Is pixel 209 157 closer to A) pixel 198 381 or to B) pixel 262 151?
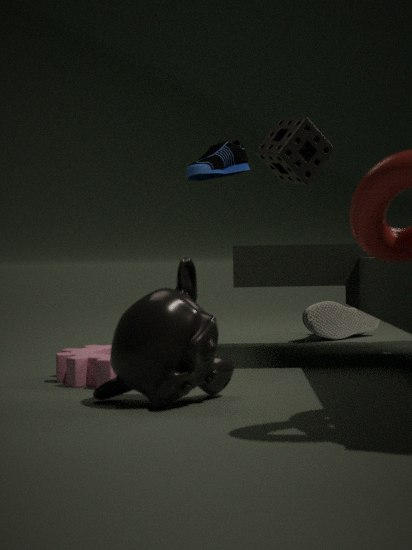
B) pixel 262 151
